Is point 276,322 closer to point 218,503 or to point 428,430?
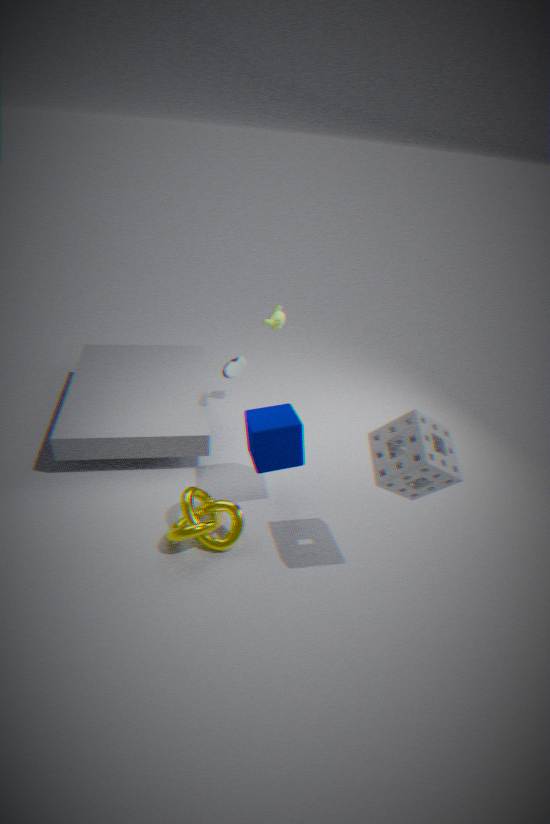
point 218,503
